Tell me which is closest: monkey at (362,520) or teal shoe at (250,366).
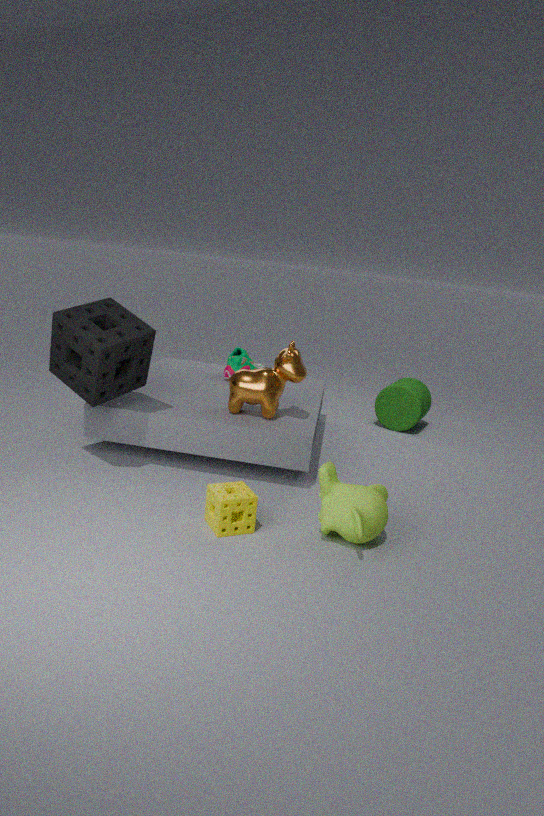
monkey at (362,520)
